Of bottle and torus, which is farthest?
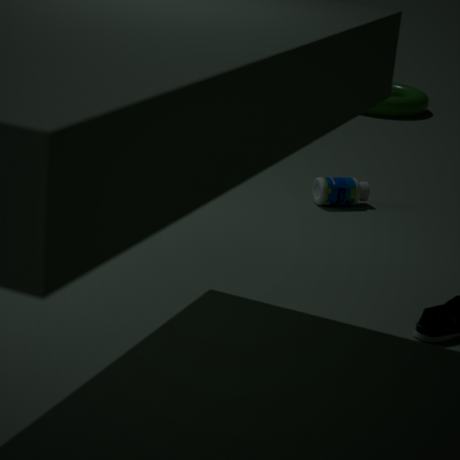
torus
